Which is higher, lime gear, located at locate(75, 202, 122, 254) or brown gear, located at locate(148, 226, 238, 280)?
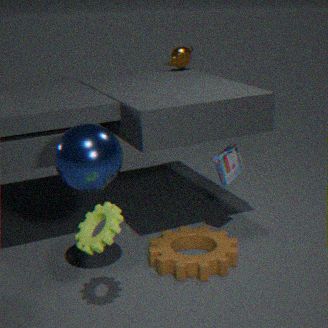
lime gear, located at locate(75, 202, 122, 254)
